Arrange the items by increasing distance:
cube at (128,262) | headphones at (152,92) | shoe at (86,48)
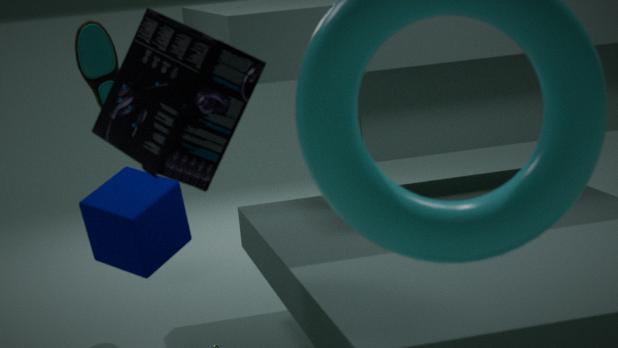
headphones at (152,92) < cube at (128,262) < shoe at (86,48)
